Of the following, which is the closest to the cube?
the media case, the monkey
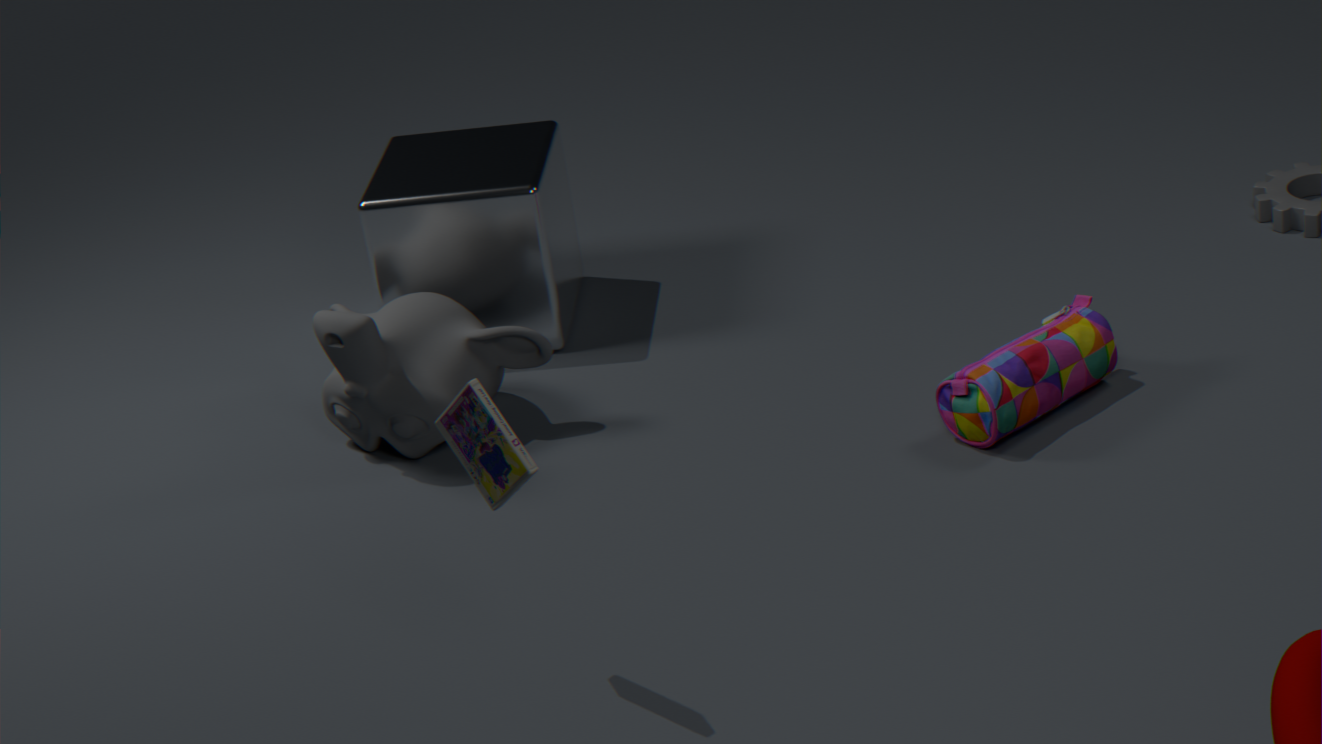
the monkey
